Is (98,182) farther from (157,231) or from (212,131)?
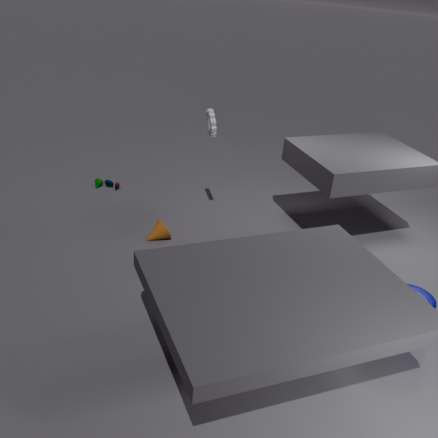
(212,131)
